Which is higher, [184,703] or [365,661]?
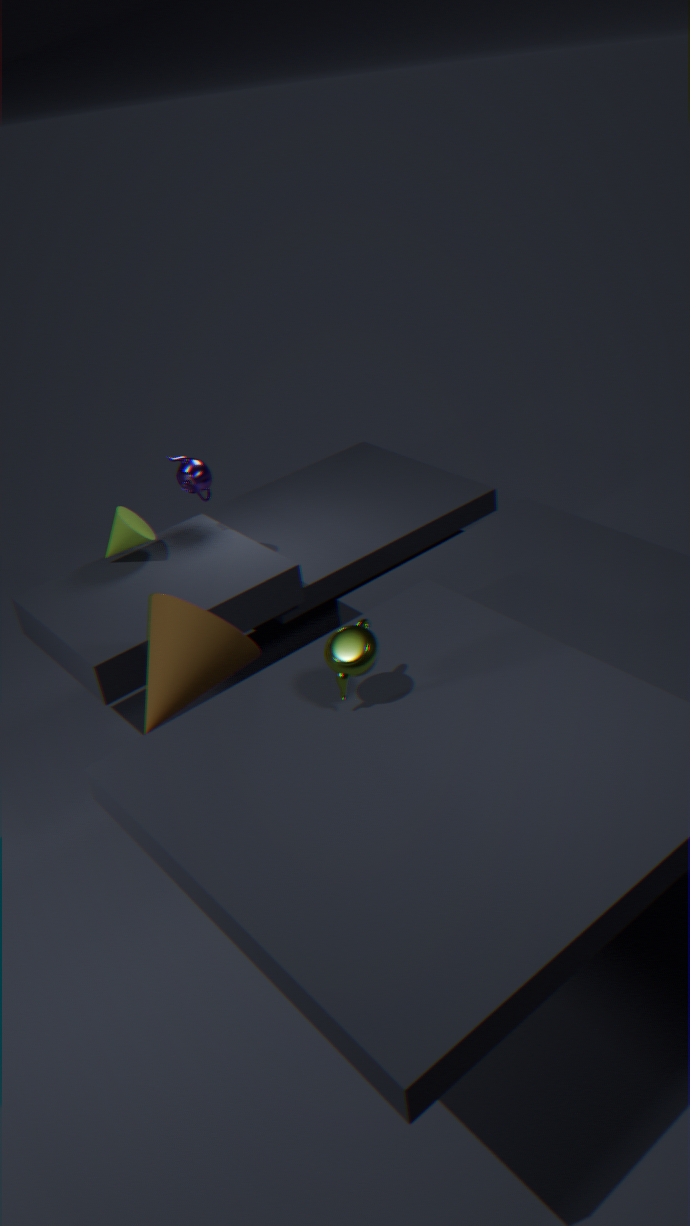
[365,661]
